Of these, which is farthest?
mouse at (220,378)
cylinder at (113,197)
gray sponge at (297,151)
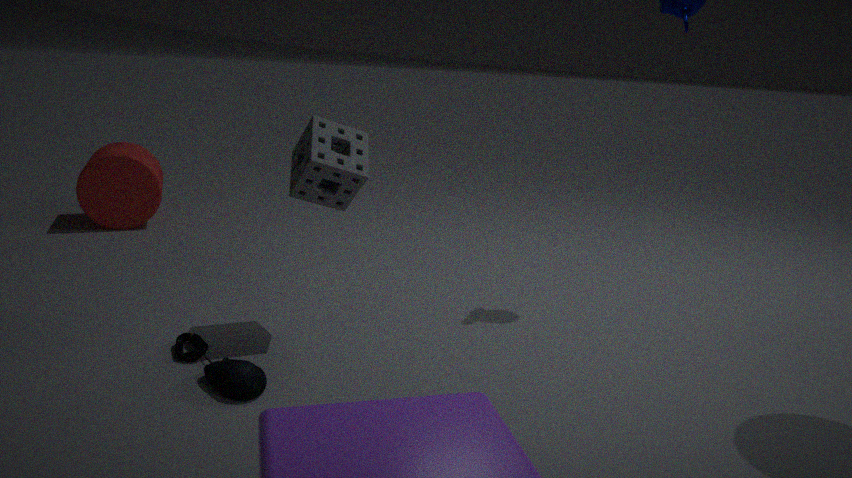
cylinder at (113,197)
